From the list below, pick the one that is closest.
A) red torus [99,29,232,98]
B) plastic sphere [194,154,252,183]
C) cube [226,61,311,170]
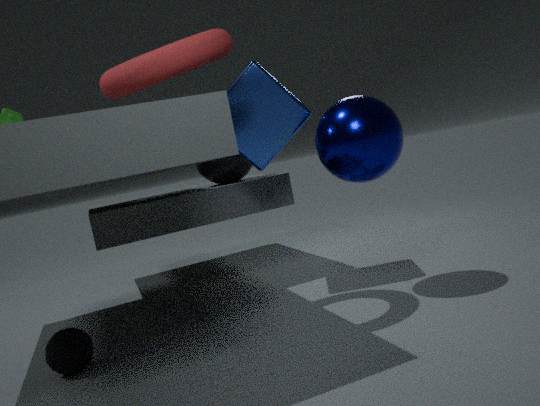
red torus [99,29,232,98]
